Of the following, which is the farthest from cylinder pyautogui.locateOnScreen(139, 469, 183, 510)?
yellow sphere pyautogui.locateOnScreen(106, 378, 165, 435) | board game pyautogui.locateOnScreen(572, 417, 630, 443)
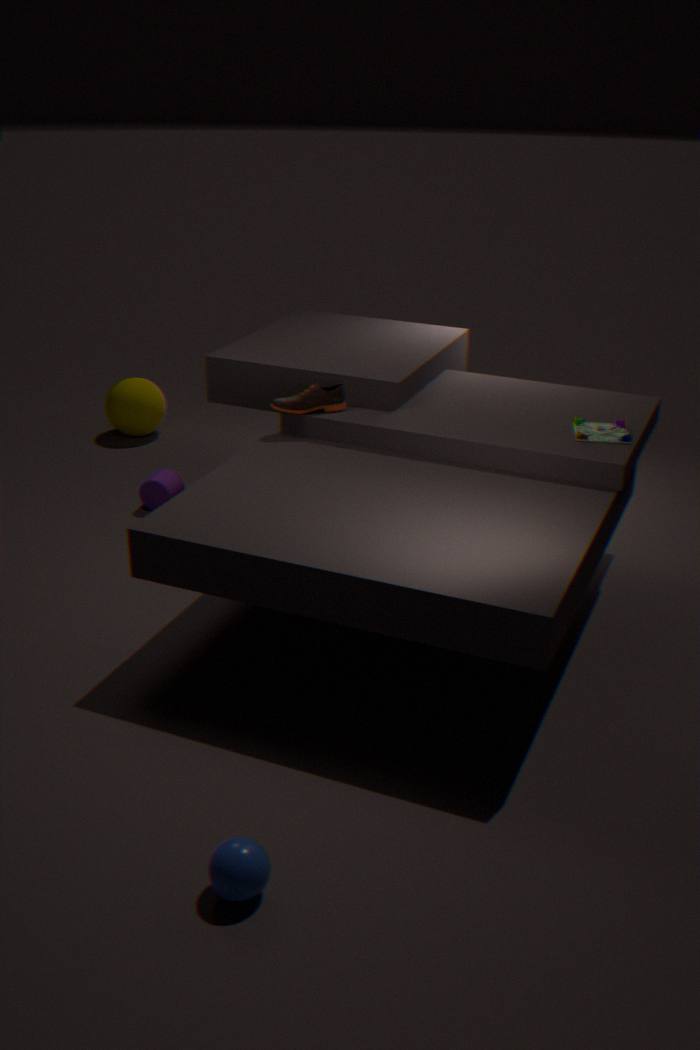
board game pyautogui.locateOnScreen(572, 417, 630, 443)
